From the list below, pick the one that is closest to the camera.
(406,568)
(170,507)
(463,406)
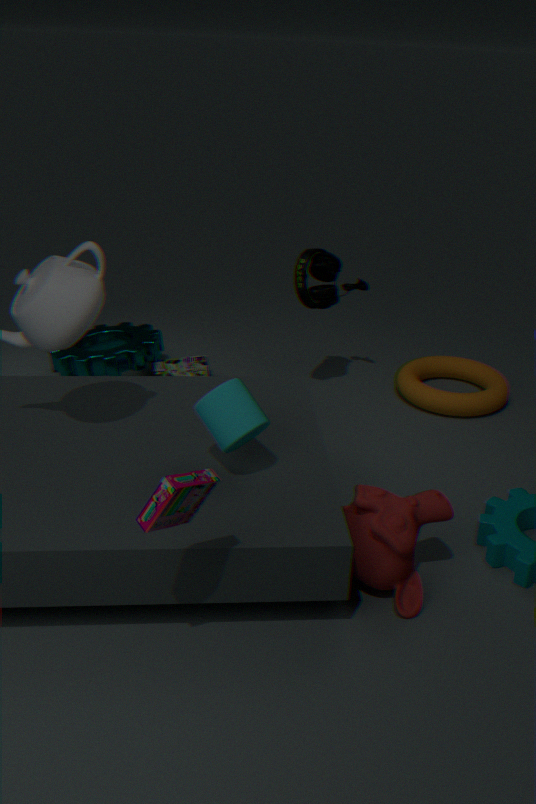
(170,507)
